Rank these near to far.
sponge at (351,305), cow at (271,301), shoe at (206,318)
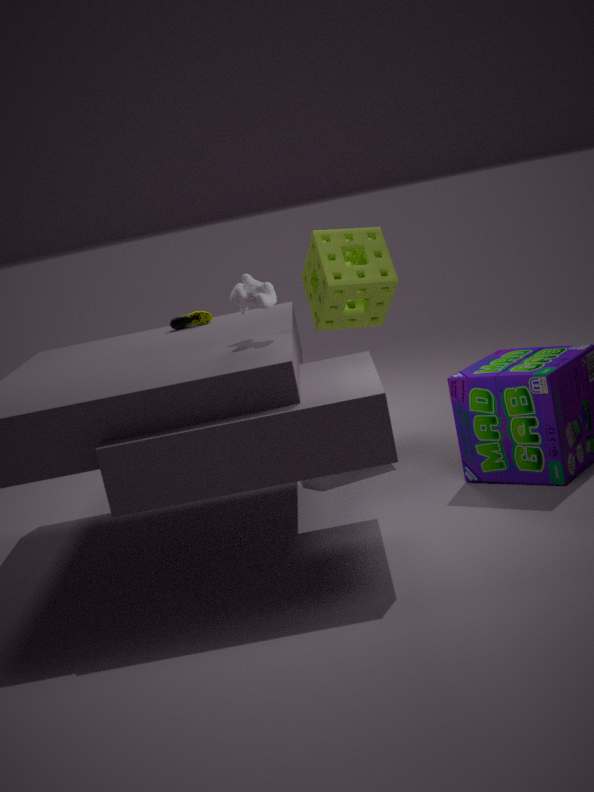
cow at (271,301) < shoe at (206,318) < sponge at (351,305)
